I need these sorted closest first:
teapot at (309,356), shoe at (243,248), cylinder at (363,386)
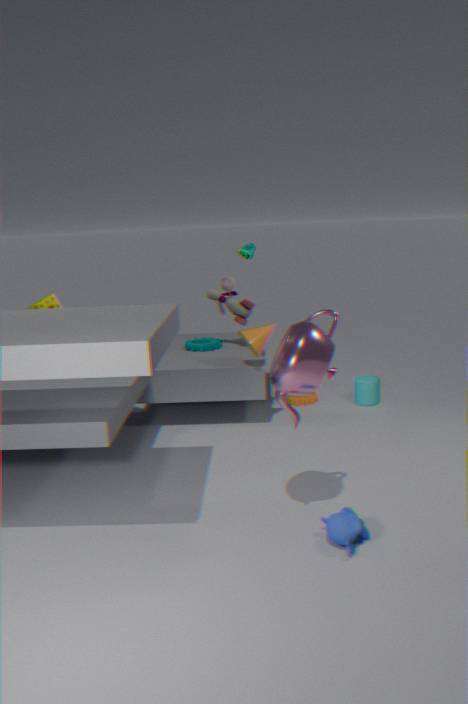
teapot at (309,356), shoe at (243,248), cylinder at (363,386)
